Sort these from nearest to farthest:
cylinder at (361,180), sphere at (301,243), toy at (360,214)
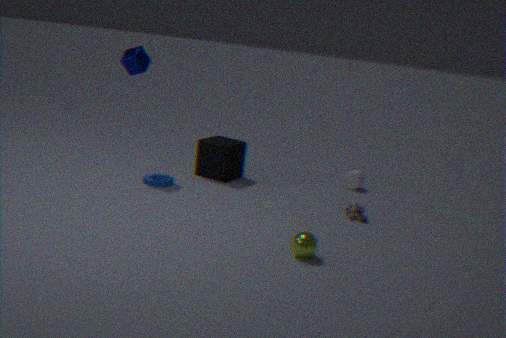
sphere at (301,243) < toy at (360,214) < cylinder at (361,180)
